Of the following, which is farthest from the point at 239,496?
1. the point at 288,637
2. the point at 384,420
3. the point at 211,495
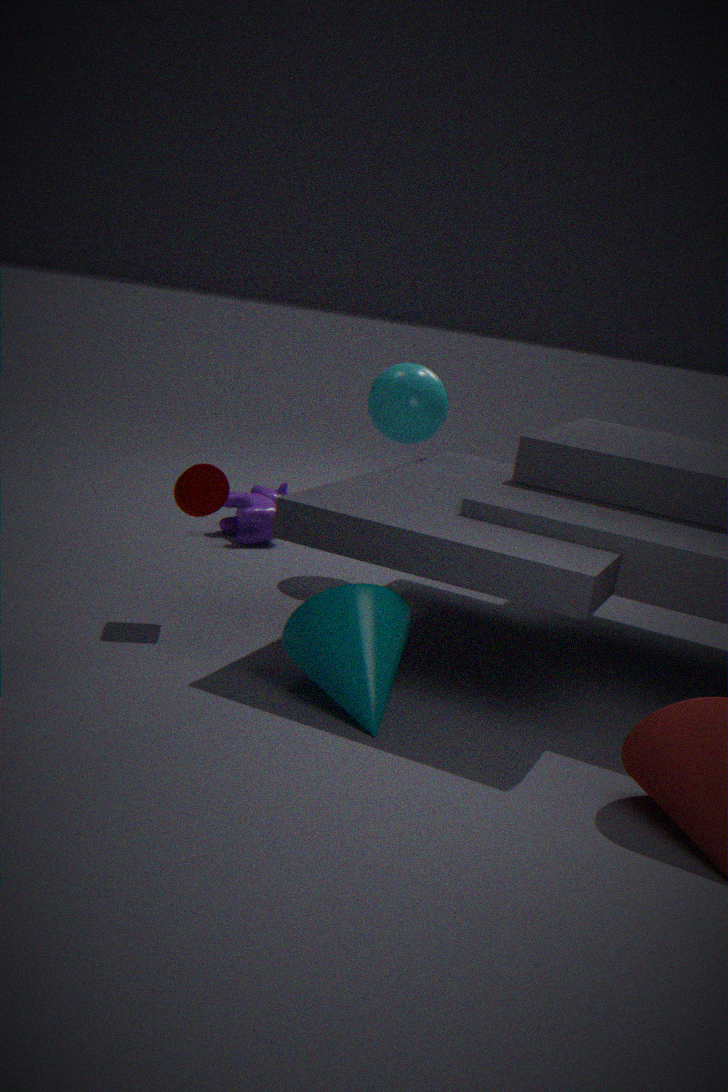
the point at 288,637
